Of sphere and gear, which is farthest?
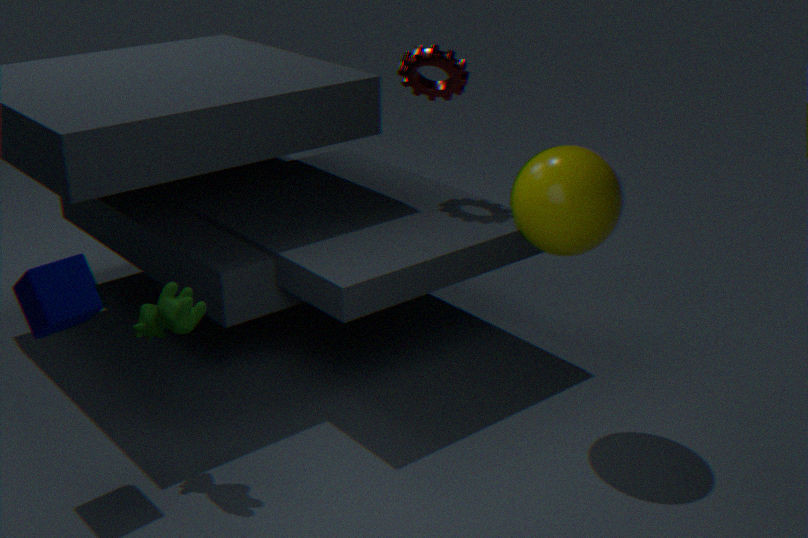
gear
